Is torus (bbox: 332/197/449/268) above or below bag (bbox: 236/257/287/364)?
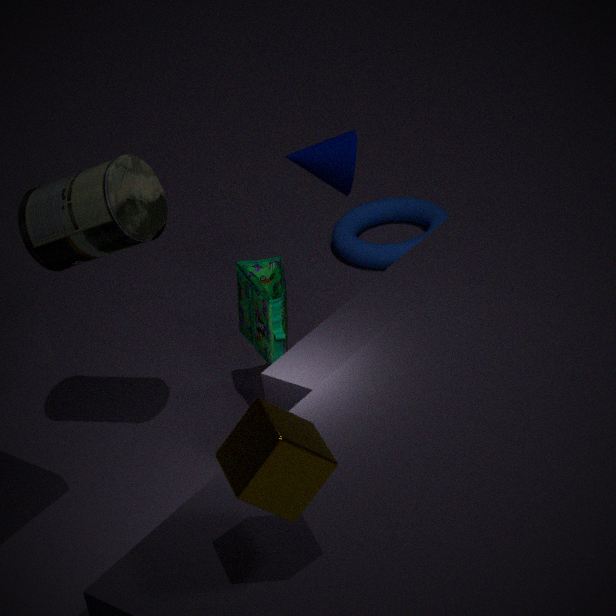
below
